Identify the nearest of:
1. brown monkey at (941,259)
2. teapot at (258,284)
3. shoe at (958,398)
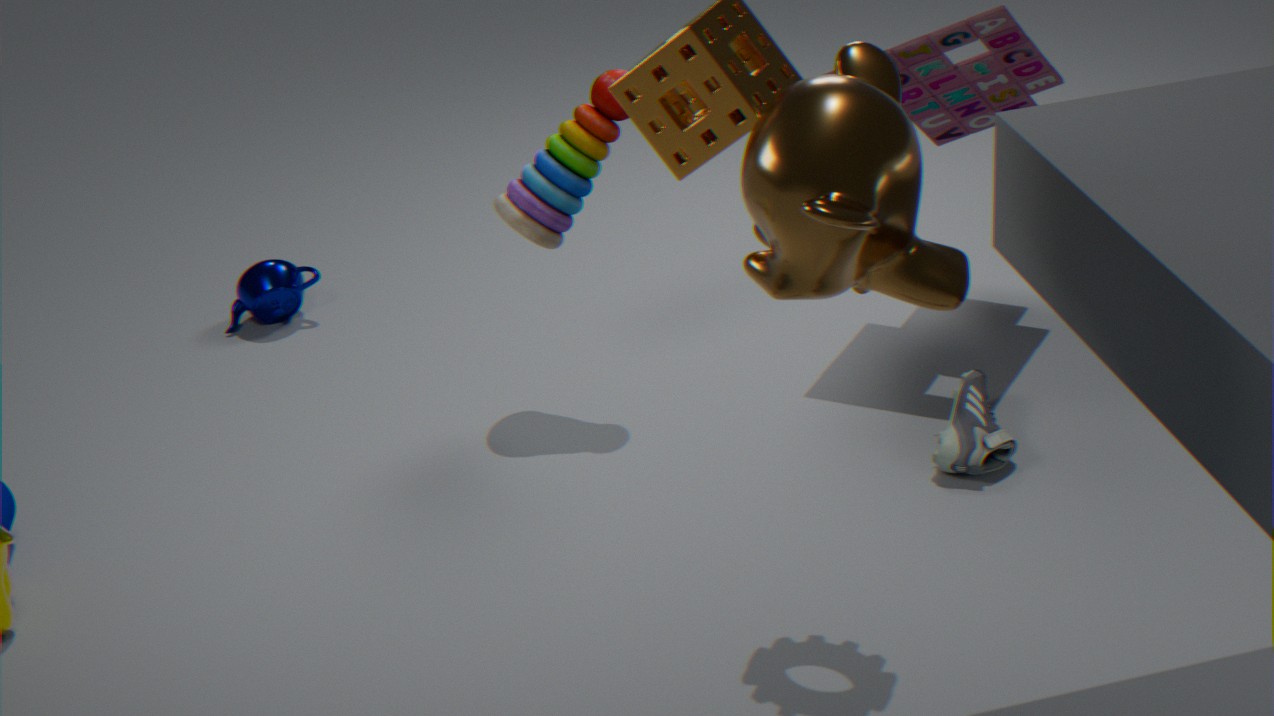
brown monkey at (941,259)
